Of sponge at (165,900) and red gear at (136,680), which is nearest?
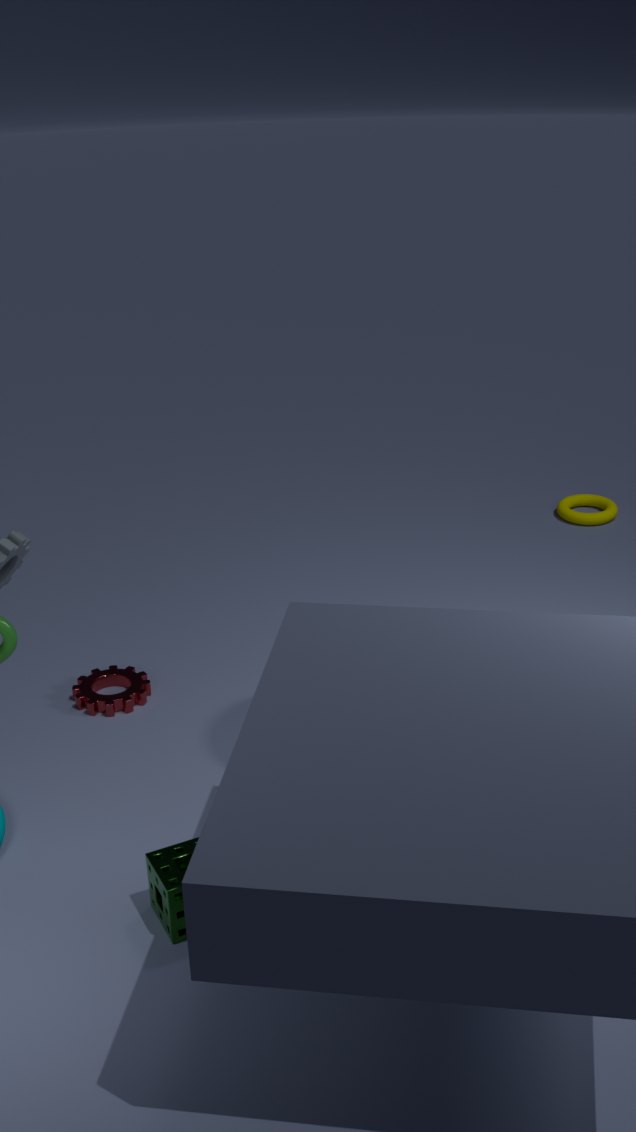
sponge at (165,900)
